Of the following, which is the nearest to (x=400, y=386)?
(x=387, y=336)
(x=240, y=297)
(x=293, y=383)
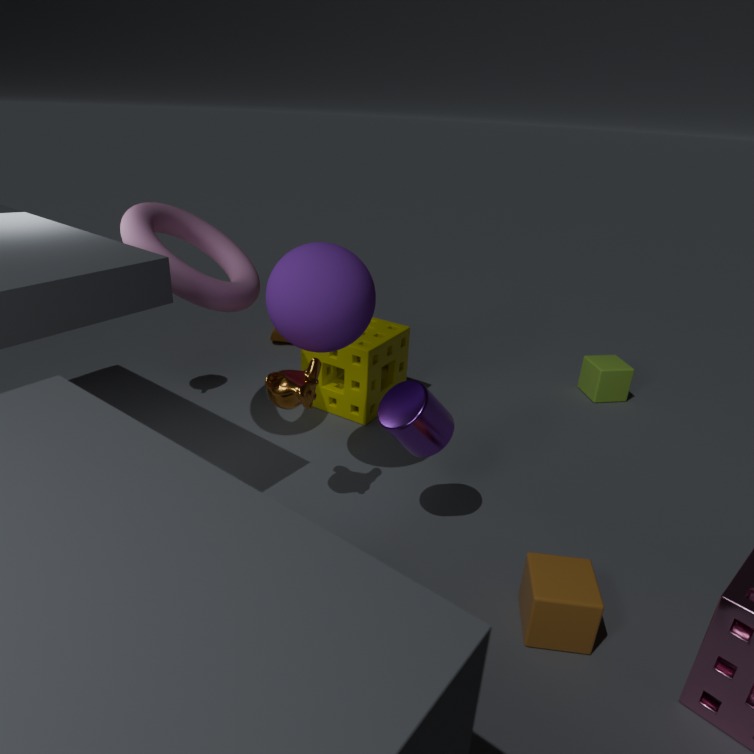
(x=293, y=383)
